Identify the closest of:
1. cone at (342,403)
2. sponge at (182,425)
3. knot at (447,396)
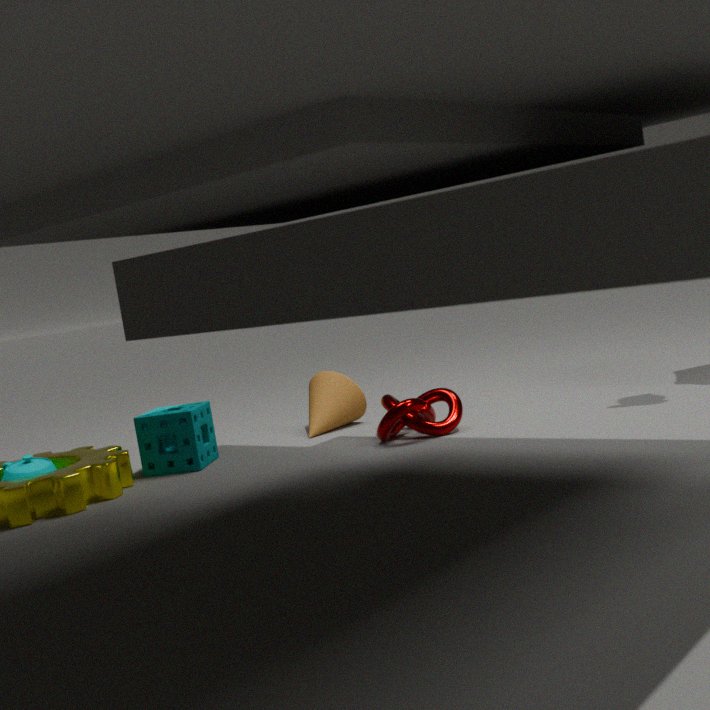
knot at (447,396)
